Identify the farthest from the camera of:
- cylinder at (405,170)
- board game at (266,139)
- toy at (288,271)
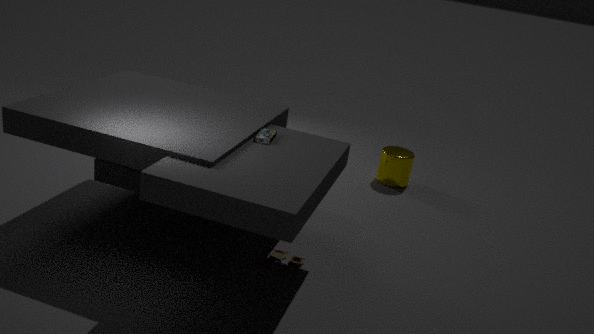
cylinder at (405,170)
